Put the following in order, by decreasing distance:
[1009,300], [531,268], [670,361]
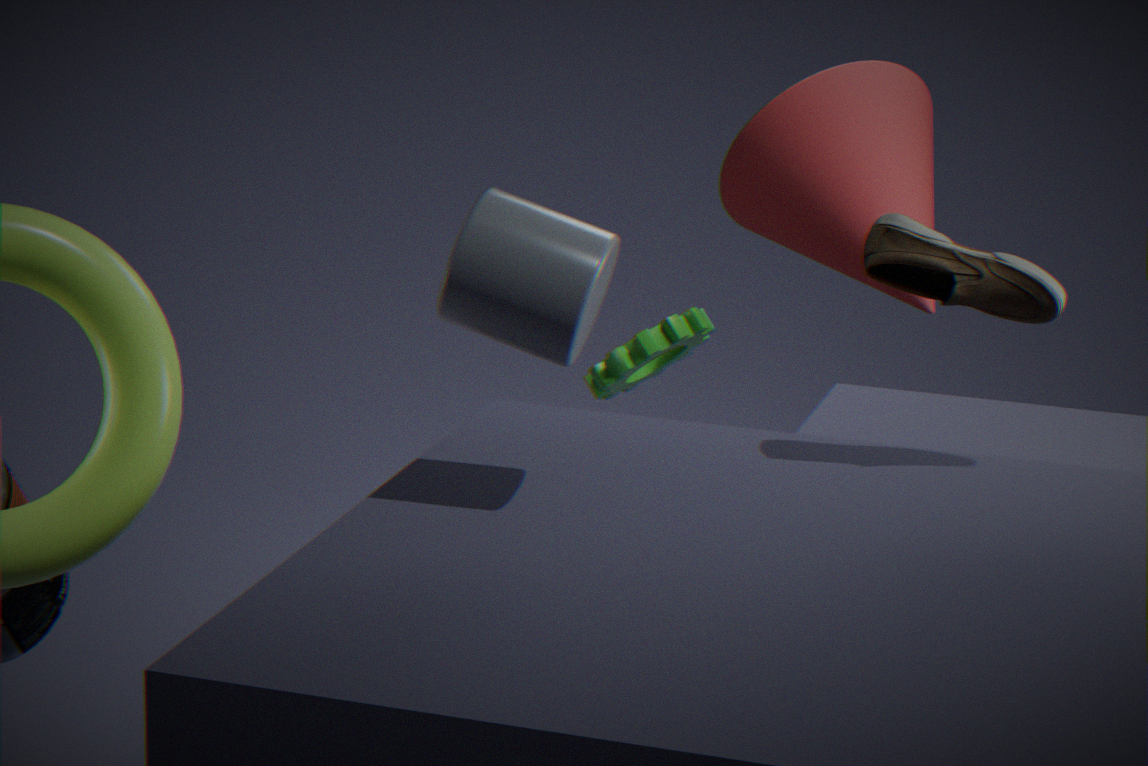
[670,361], [1009,300], [531,268]
